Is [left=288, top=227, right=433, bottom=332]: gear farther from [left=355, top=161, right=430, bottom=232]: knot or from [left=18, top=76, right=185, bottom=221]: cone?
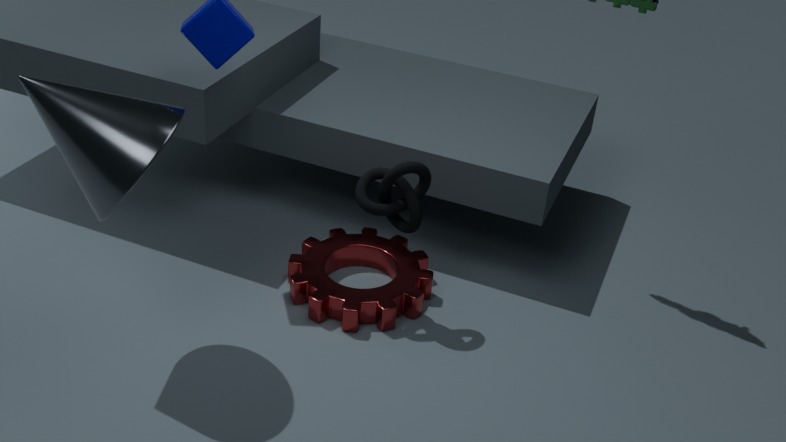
[left=18, top=76, right=185, bottom=221]: cone
